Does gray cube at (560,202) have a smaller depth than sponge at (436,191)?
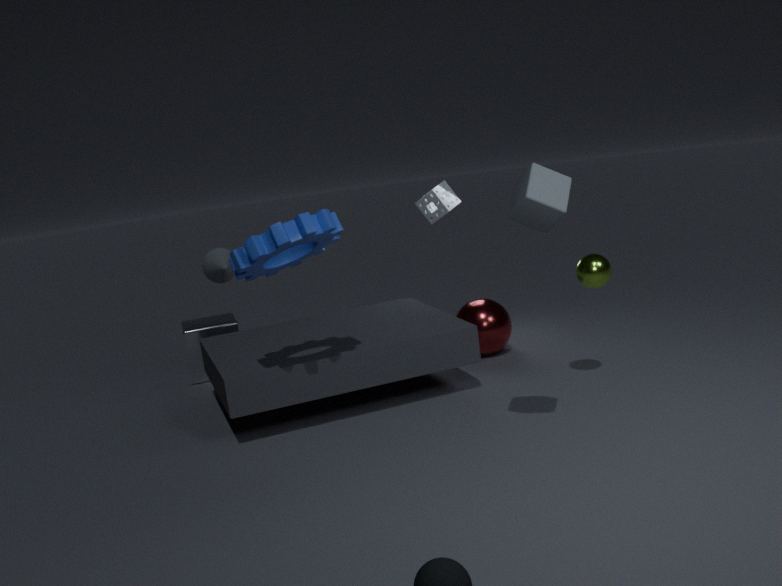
Yes
